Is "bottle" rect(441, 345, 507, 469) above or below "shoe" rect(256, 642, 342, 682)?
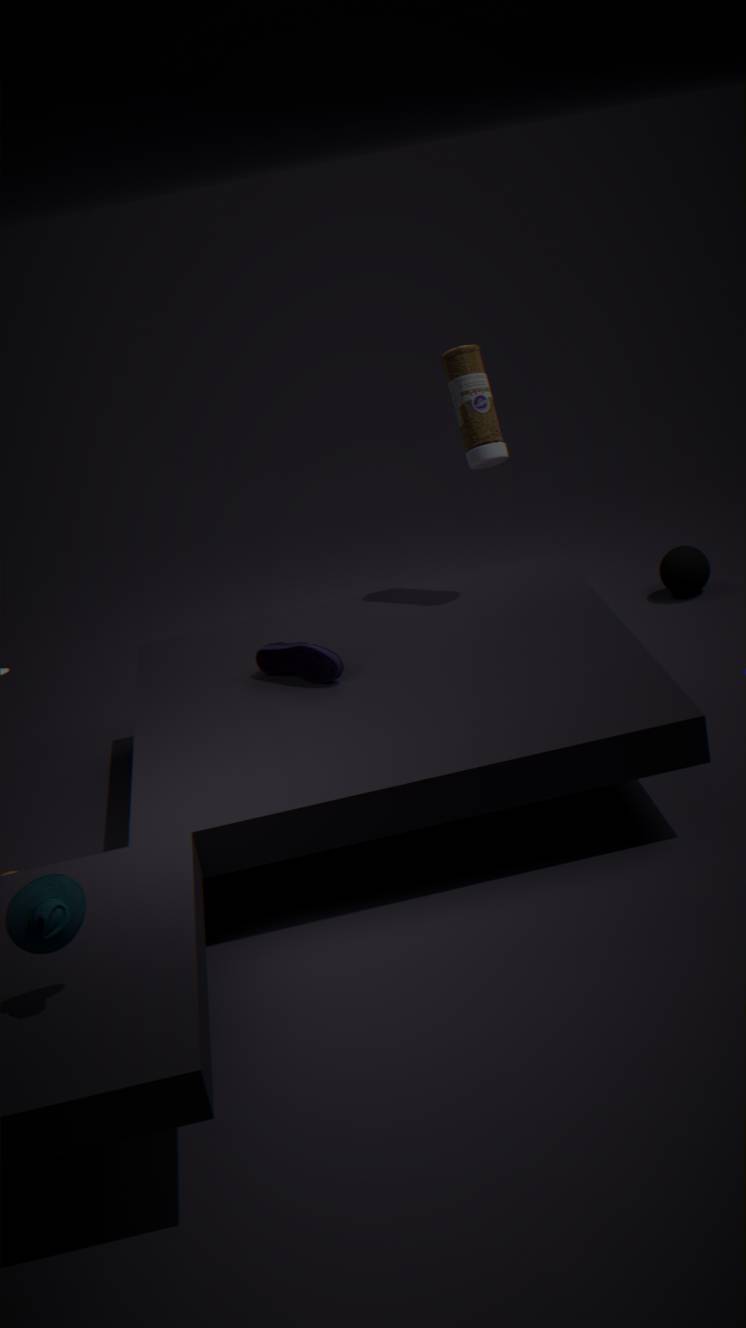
above
